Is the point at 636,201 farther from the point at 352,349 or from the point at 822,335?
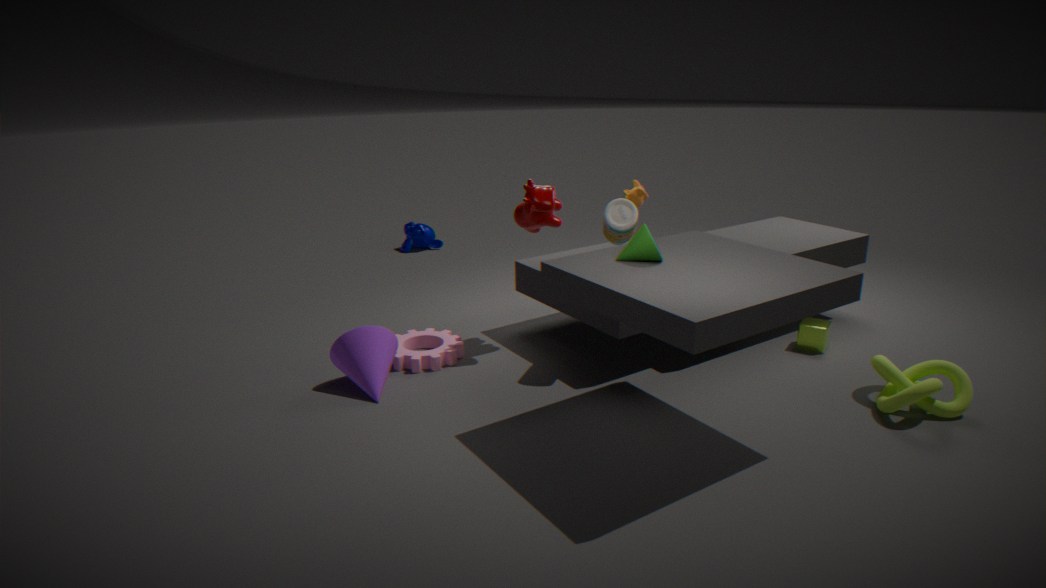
the point at 352,349
